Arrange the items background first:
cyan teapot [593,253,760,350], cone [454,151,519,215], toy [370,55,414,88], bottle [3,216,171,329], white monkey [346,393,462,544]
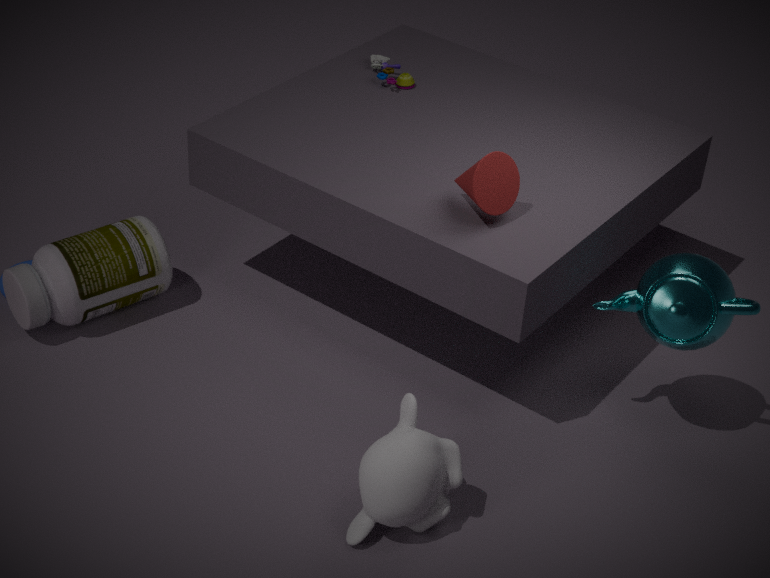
toy [370,55,414,88] → bottle [3,216,171,329] → cone [454,151,519,215] → cyan teapot [593,253,760,350] → white monkey [346,393,462,544]
